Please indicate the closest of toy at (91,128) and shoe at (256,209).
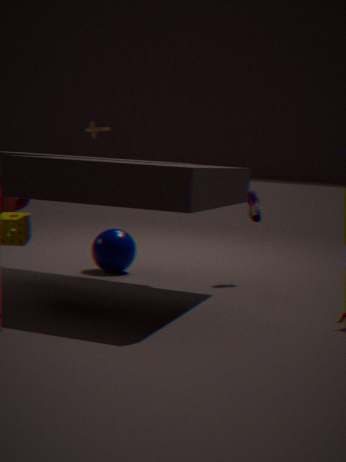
toy at (91,128)
